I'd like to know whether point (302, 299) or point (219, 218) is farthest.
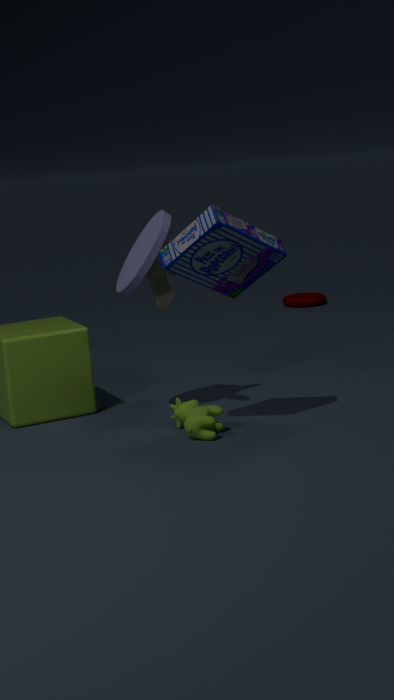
point (302, 299)
